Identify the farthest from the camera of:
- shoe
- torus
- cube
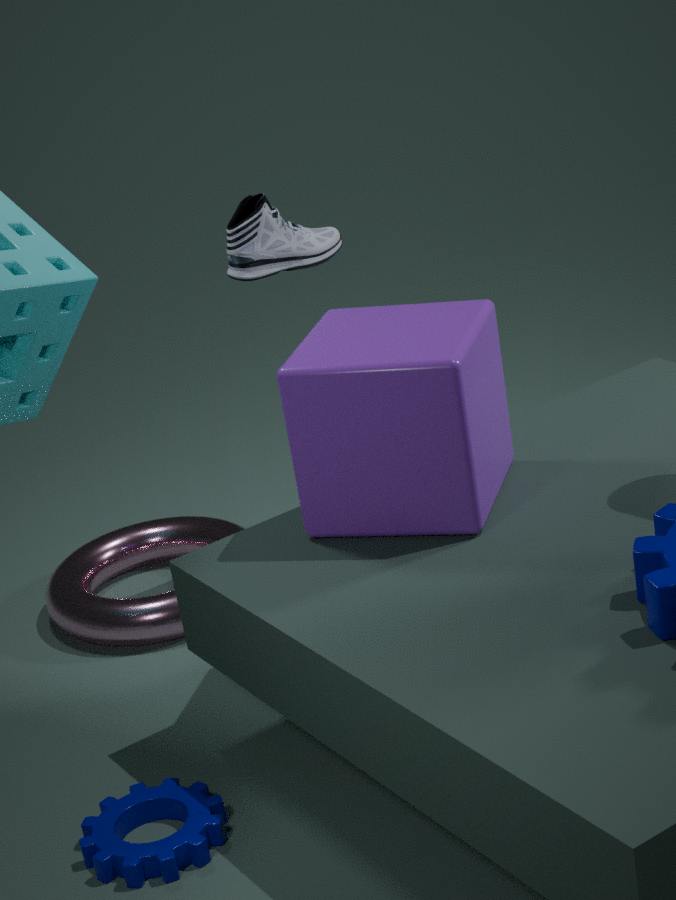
torus
